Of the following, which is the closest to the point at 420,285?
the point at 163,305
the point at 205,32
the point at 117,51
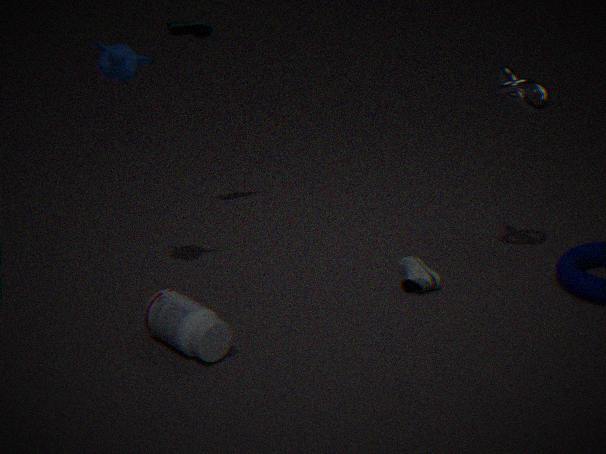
the point at 163,305
